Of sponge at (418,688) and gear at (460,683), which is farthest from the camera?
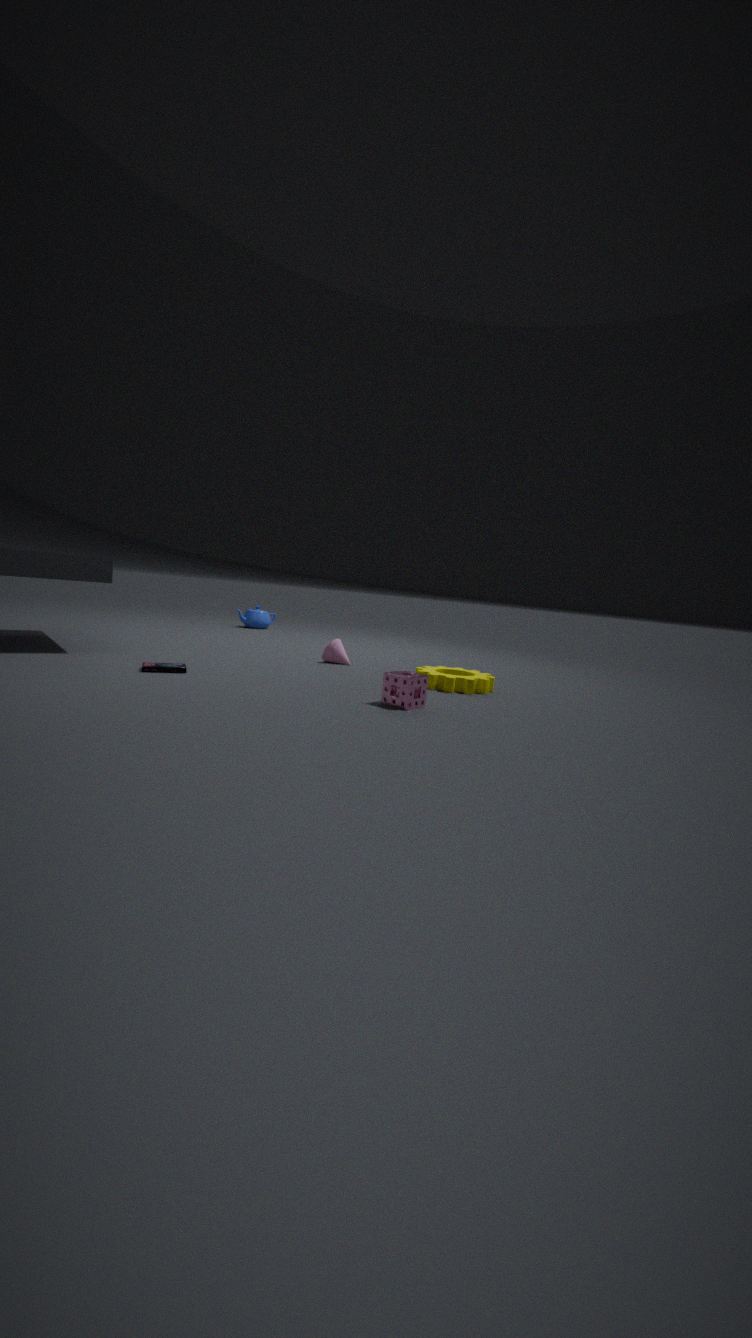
gear at (460,683)
